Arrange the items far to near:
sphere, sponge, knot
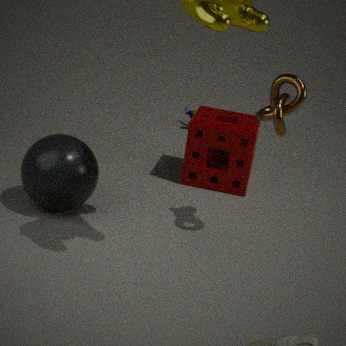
sponge < sphere < knot
